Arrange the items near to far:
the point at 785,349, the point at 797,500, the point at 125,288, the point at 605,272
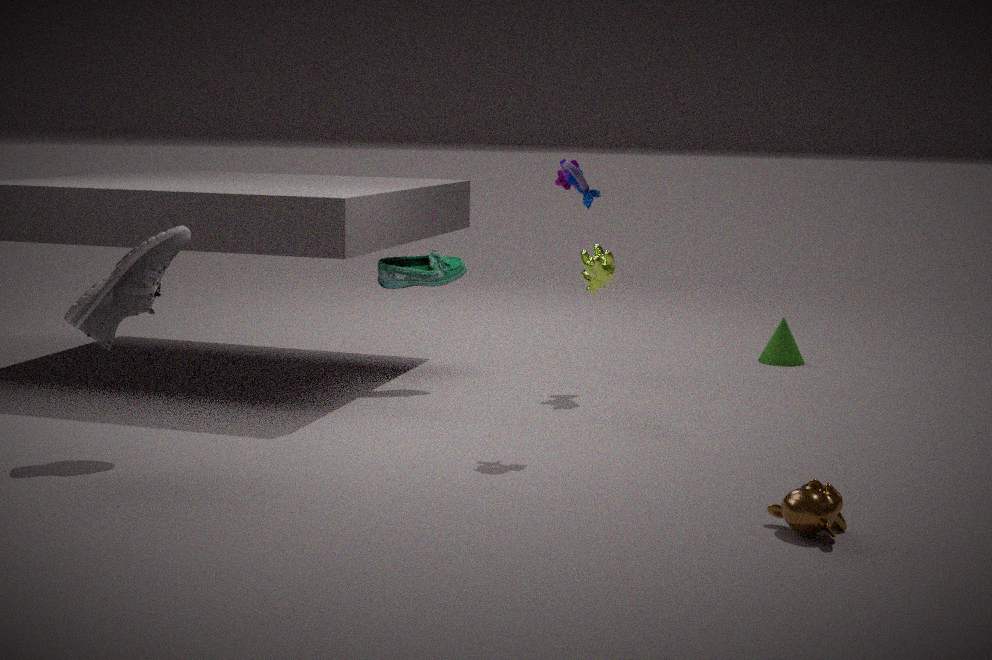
1. the point at 797,500
2. the point at 125,288
3. the point at 605,272
4. the point at 785,349
